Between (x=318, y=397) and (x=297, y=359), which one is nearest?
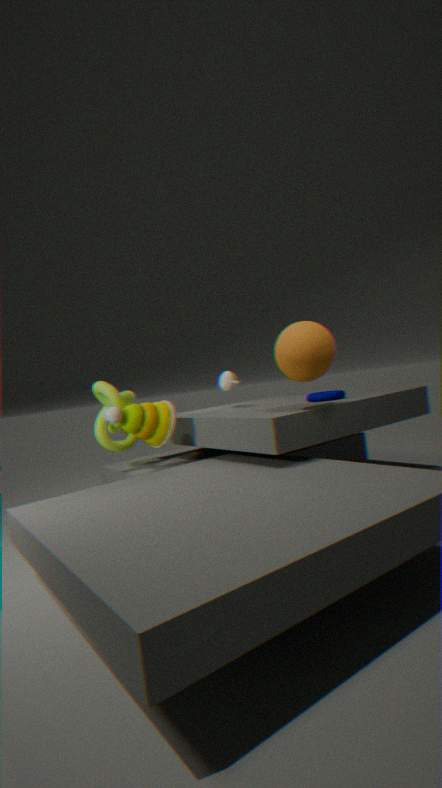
(x=297, y=359)
